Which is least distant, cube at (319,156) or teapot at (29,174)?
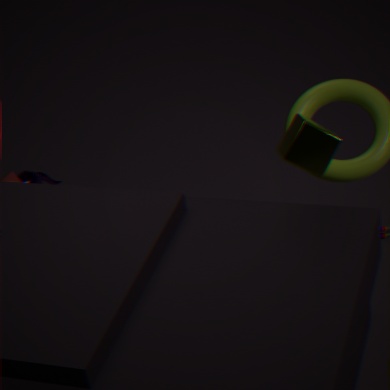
cube at (319,156)
